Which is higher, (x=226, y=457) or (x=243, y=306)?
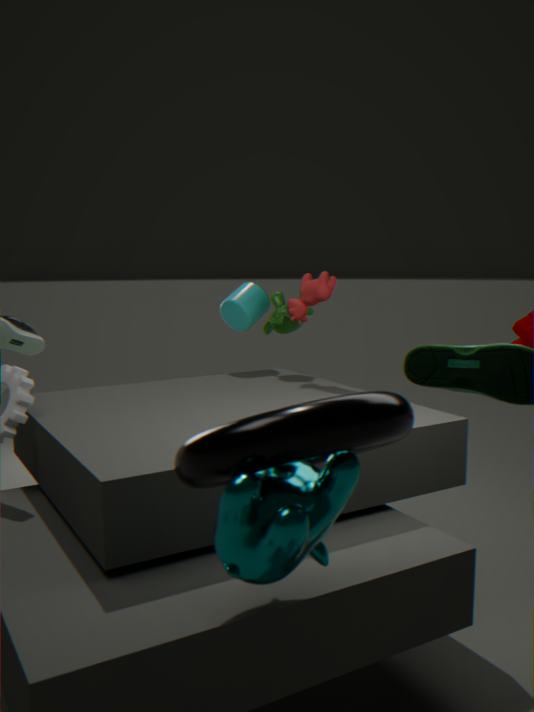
(x=243, y=306)
